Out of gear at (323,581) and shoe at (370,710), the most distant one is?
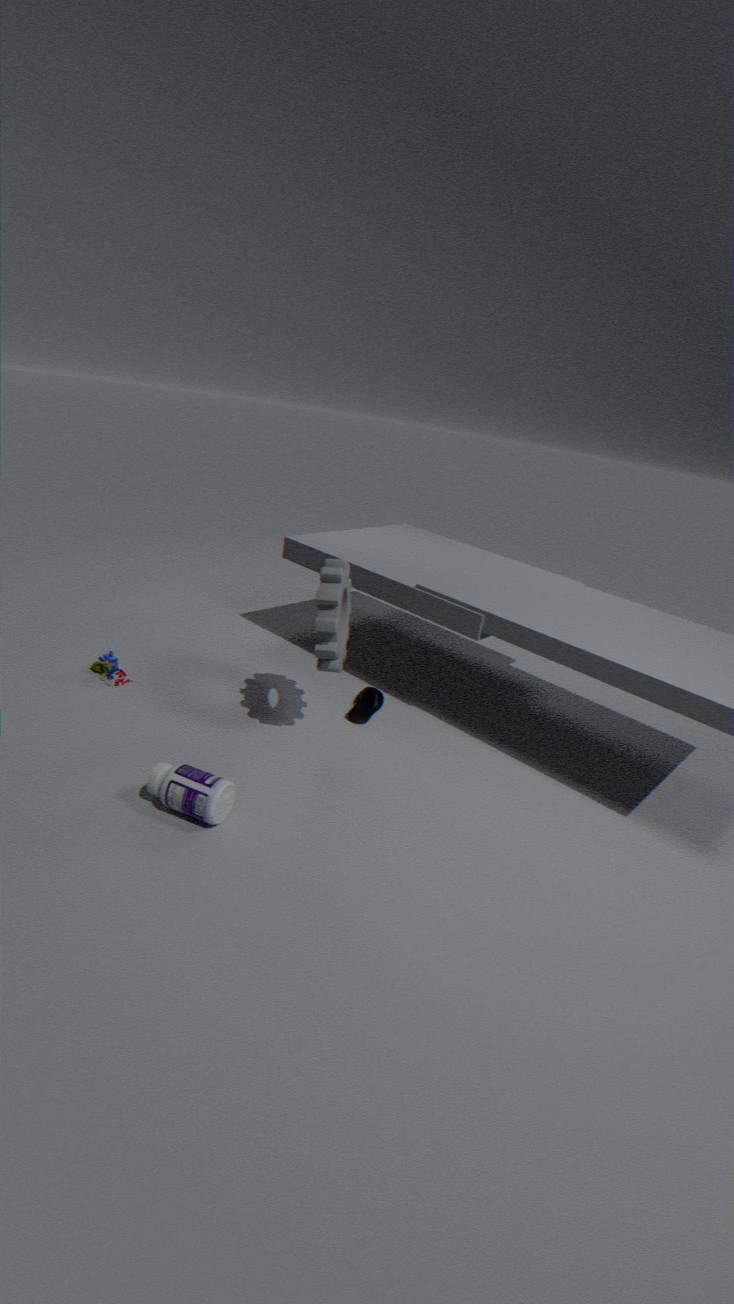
shoe at (370,710)
